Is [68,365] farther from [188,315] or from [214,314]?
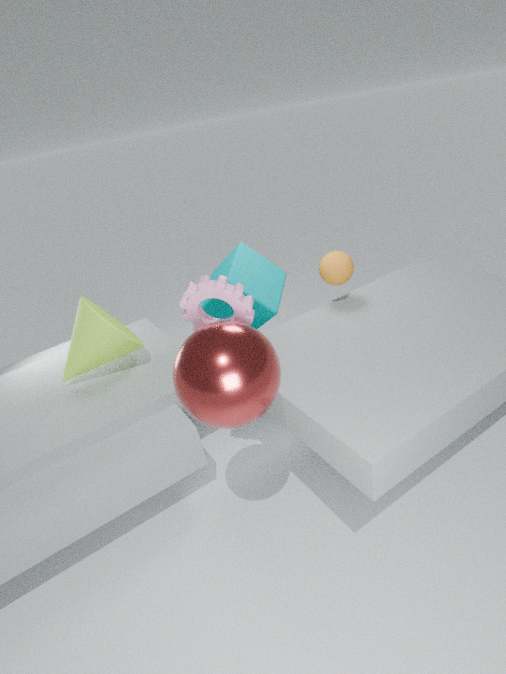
[188,315]
